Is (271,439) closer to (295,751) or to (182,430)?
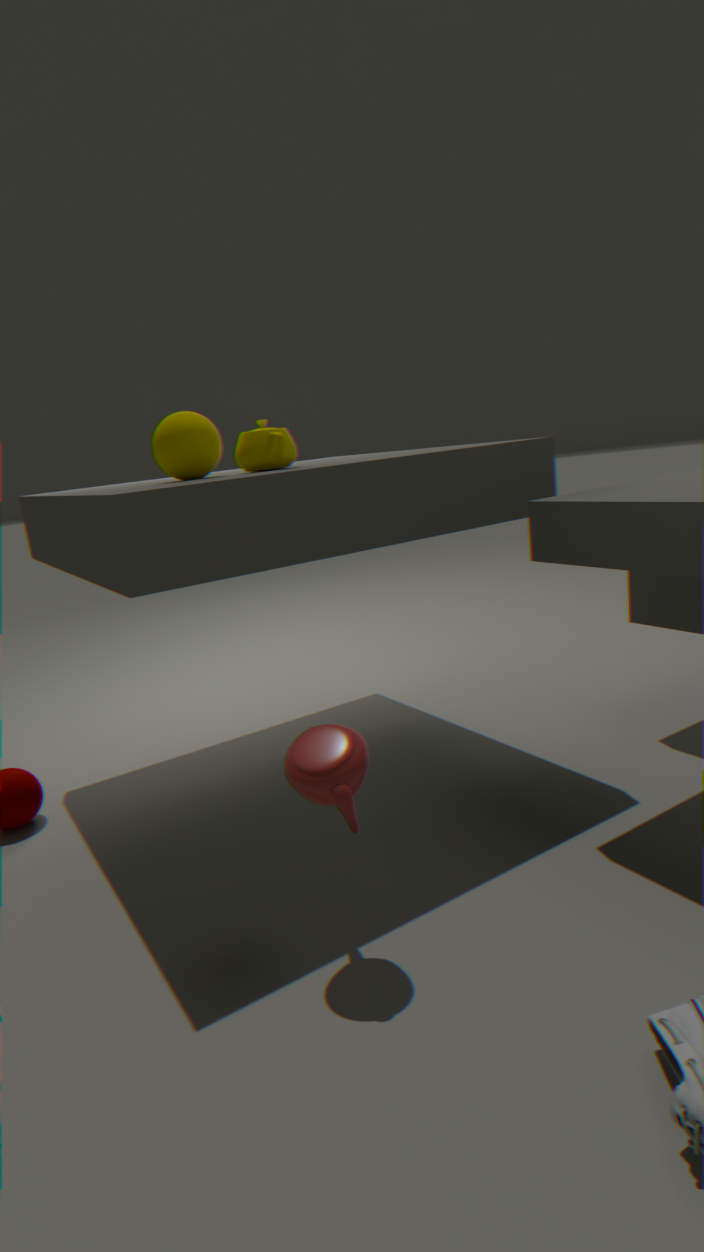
(182,430)
